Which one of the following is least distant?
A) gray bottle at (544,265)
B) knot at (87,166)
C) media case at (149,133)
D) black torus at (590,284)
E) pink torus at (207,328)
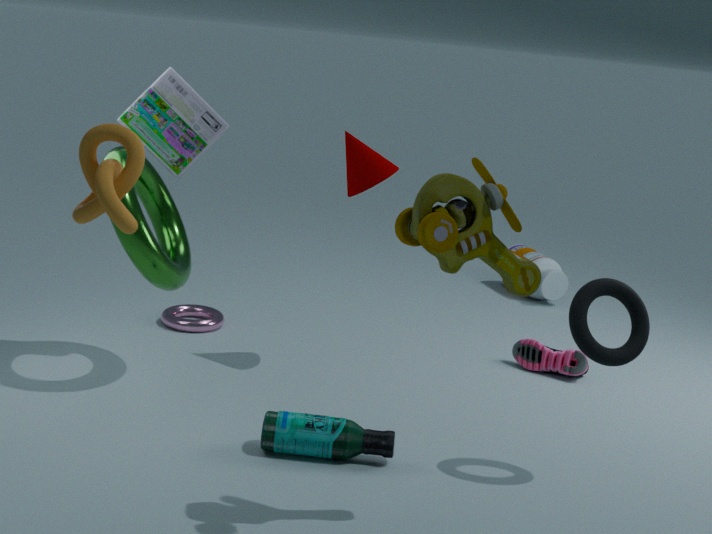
knot at (87,166)
